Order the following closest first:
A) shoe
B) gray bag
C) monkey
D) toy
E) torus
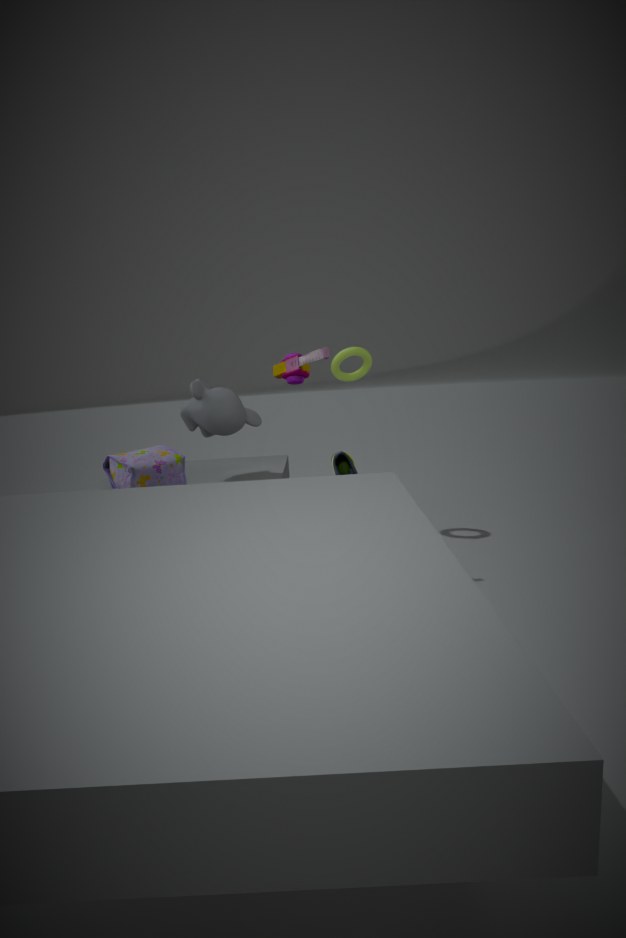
gray bag → shoe → toy → monkey → torus
